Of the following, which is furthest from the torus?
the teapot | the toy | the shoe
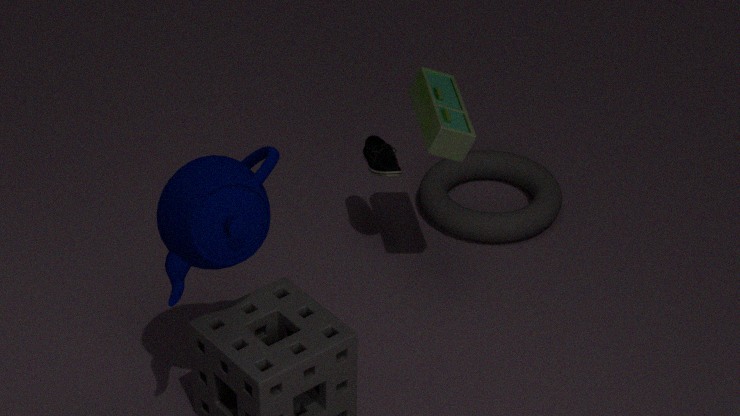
the teapot
